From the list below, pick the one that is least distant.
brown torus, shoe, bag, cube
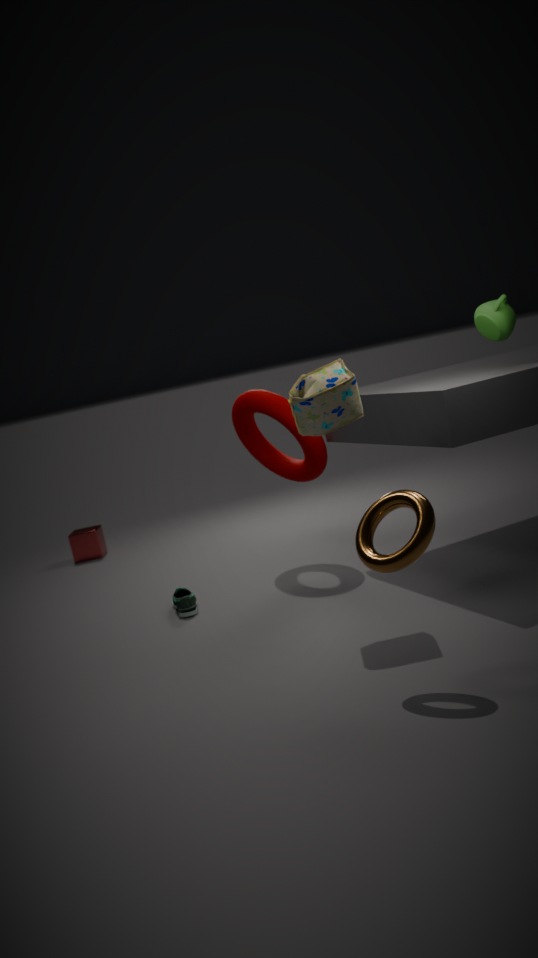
brown torus
